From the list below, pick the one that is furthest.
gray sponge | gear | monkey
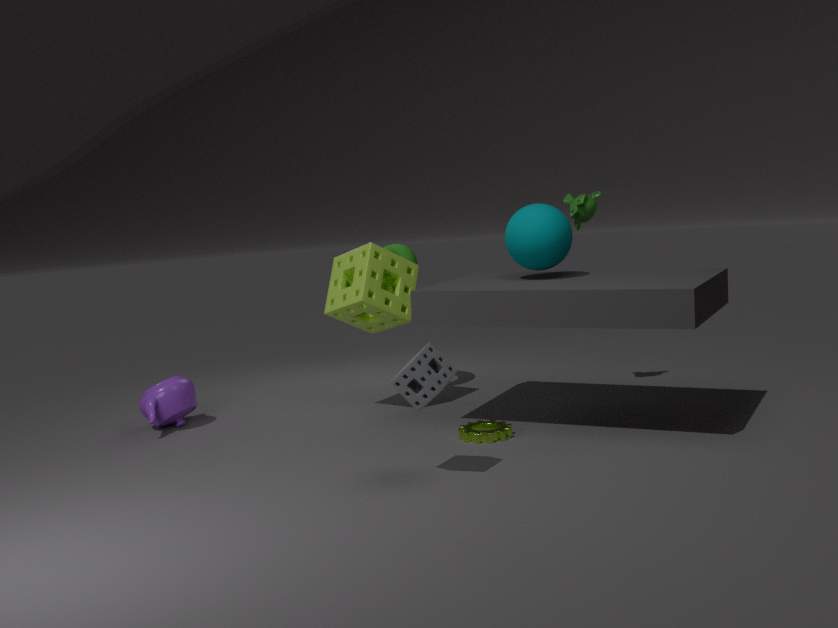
monkey
